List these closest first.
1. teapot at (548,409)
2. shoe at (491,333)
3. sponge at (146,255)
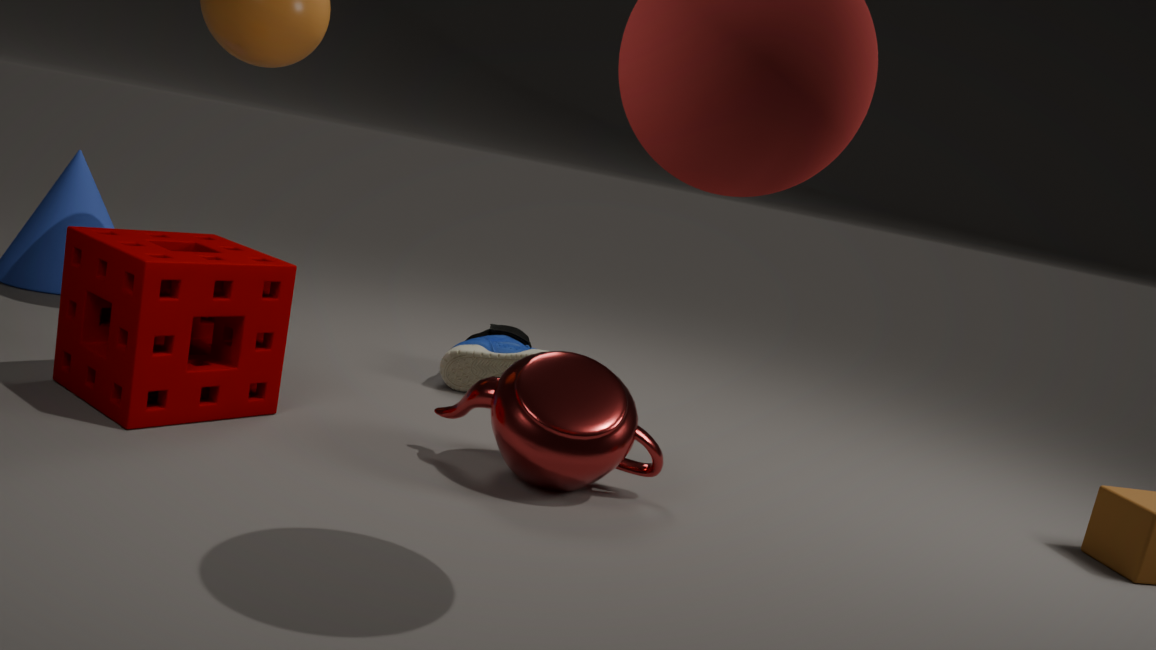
sponge at (146,255) → teapot at (548,409) → shoe at (491,333)
